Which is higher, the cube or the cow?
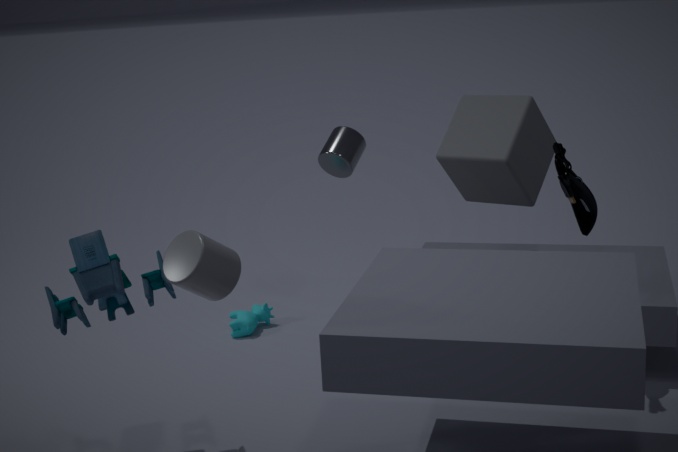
the cube
